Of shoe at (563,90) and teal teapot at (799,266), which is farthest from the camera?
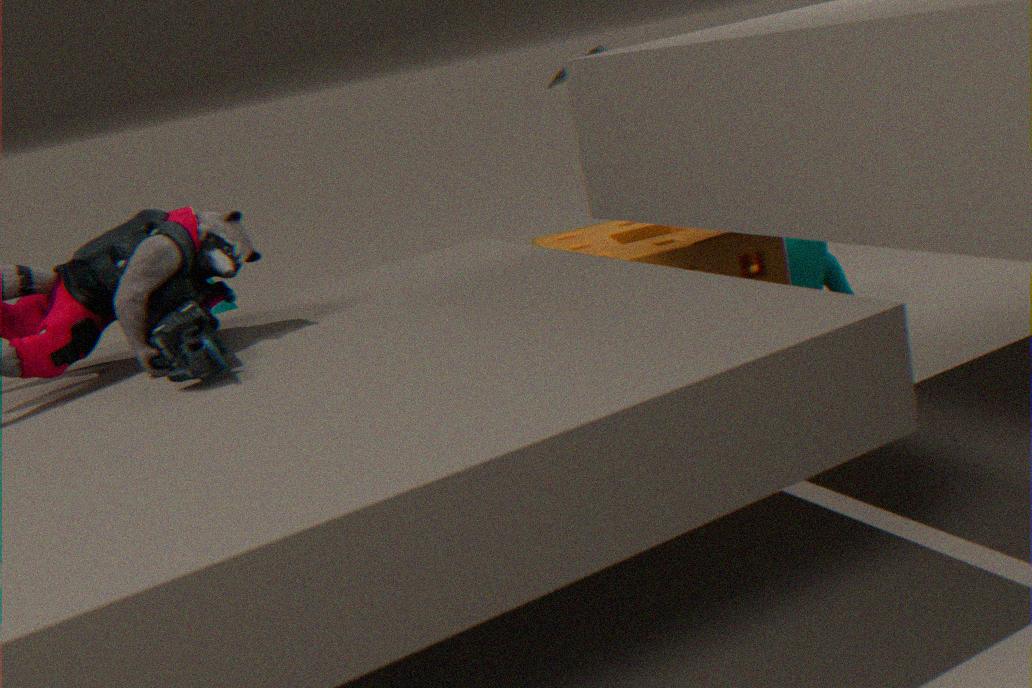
shoe at (563,90)
